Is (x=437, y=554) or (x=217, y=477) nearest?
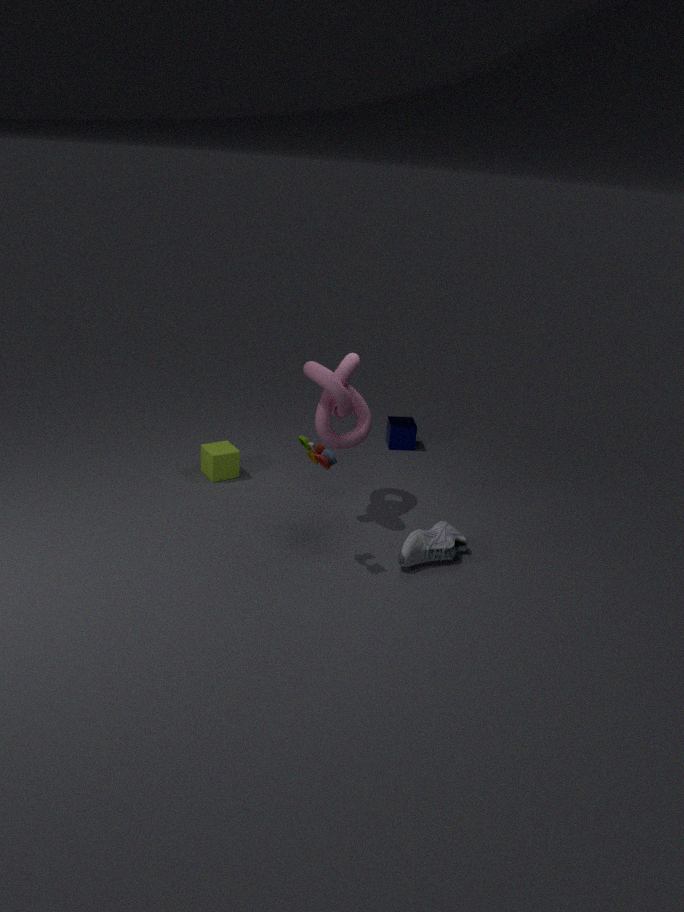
(x=437, y=554)
